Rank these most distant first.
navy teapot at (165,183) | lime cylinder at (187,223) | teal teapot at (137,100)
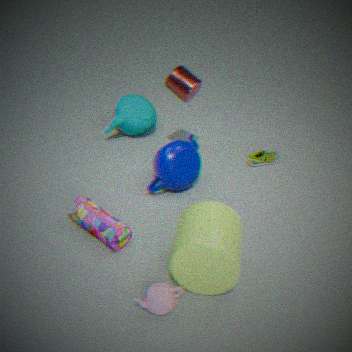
teal teapot at (137,100) → navy teapot at (165,183) → lime cylinder at (187,223)
